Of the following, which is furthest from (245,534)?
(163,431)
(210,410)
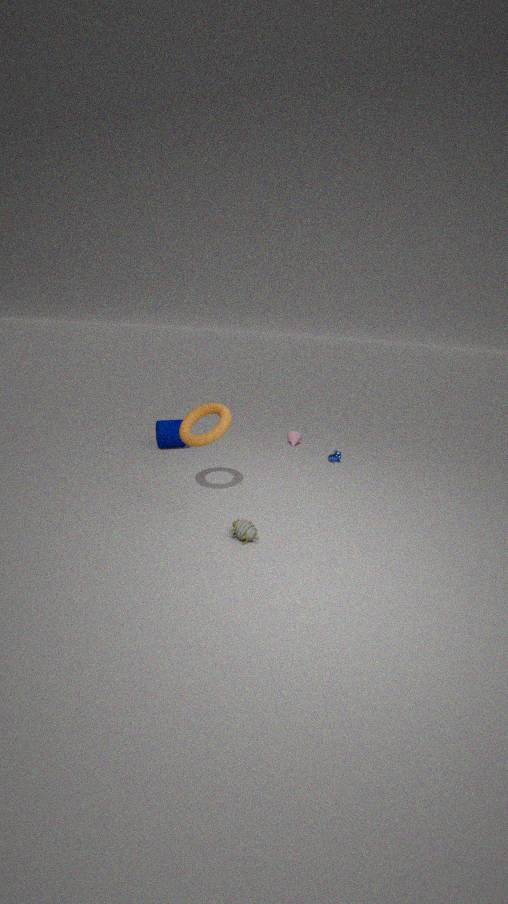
(163,431)
